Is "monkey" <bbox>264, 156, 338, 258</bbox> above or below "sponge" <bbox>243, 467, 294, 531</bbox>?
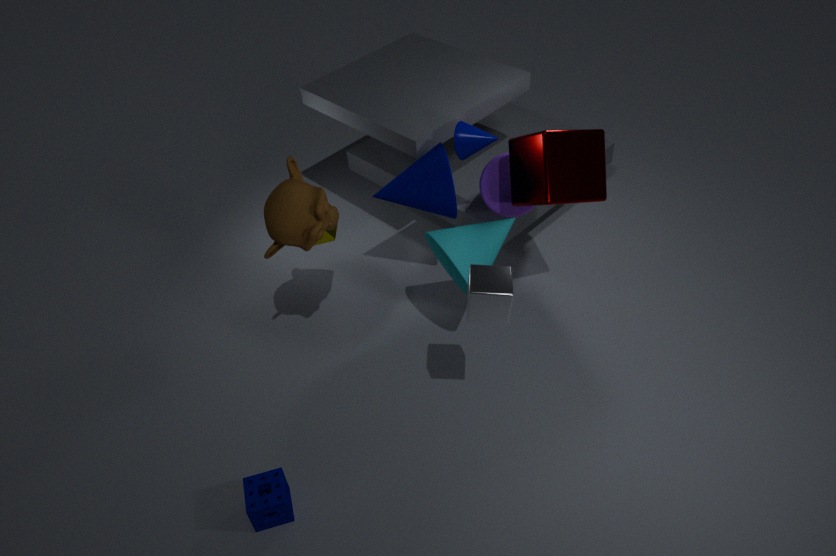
above
